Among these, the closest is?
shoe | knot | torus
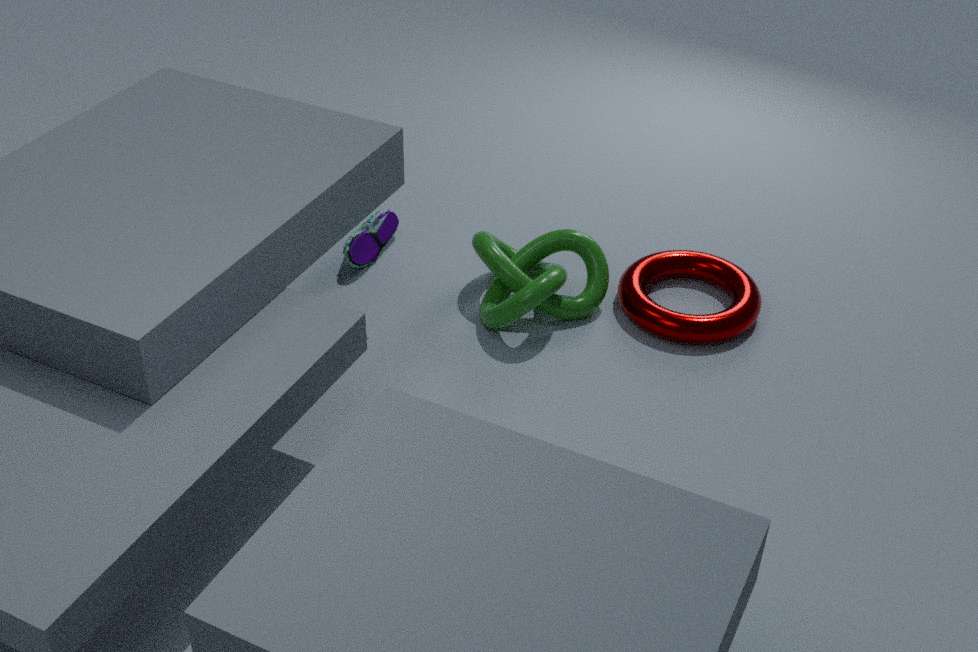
knot
